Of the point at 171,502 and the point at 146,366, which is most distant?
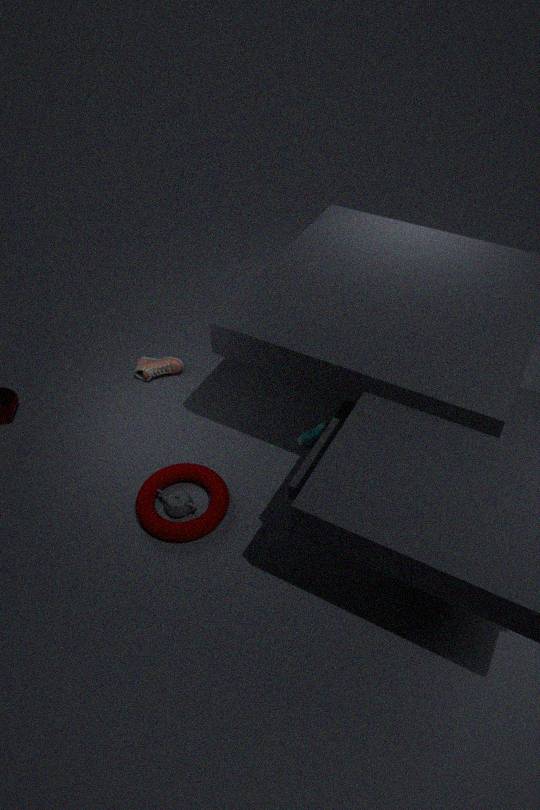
the point at 146,366
